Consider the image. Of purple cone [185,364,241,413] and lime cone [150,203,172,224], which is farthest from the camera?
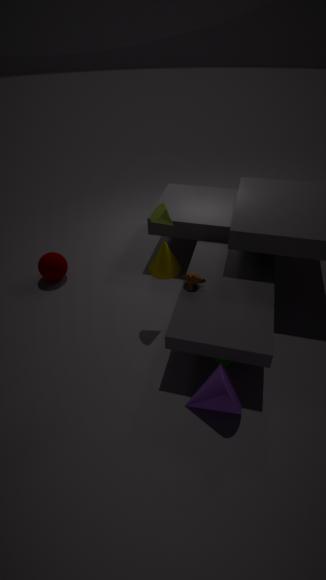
lime cone [150,203,172,224]
